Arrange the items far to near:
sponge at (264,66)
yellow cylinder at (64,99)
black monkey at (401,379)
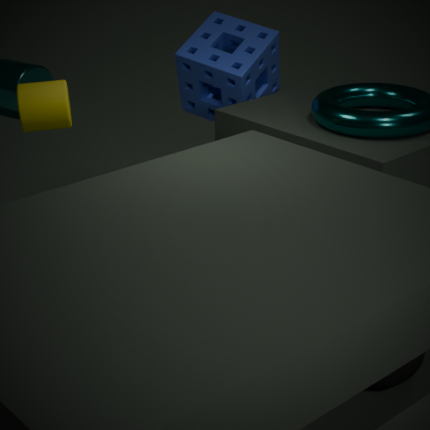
sponge at (264,66) < yellow cylinder at (64,99) < black monkey at (401,379)
